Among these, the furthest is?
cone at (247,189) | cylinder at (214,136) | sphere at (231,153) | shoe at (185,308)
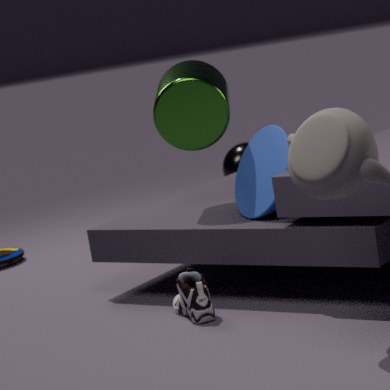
sphere at (231,153)
